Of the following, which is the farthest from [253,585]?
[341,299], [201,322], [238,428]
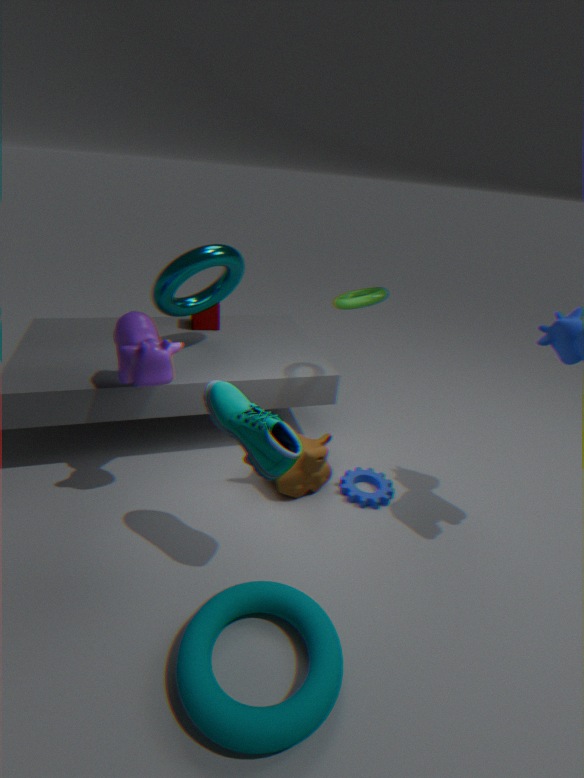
[201,322]
